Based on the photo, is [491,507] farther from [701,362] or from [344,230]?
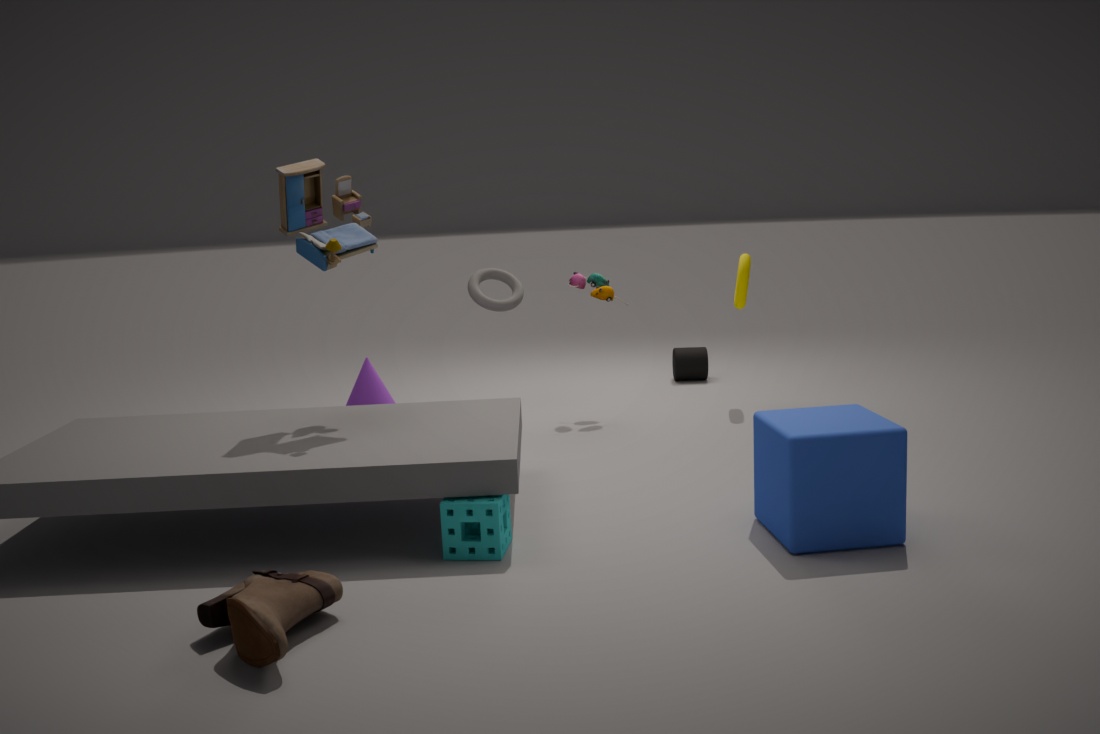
[701,362]
